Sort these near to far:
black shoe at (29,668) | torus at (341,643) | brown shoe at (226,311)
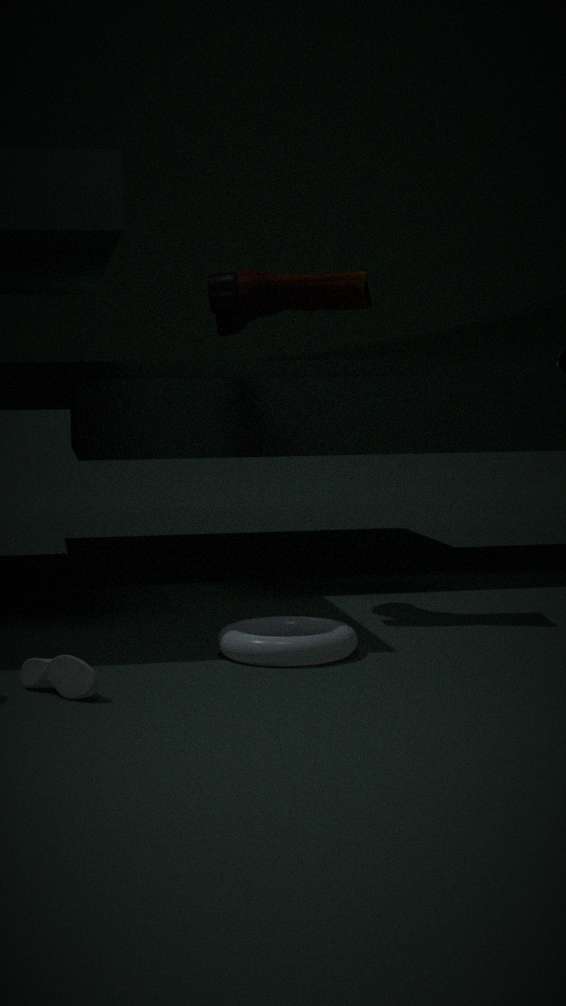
black shoe at (29,668) < torus at (341,643) < brown shoe at (226,311)
